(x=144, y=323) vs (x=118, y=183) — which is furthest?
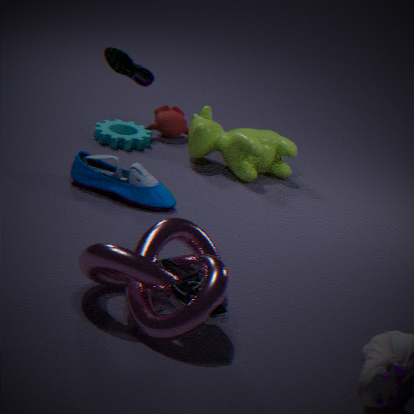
(x=118, y=183)
